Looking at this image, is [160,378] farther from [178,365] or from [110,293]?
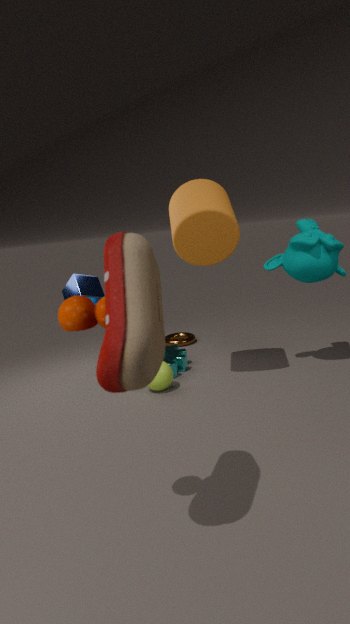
[110,293]
